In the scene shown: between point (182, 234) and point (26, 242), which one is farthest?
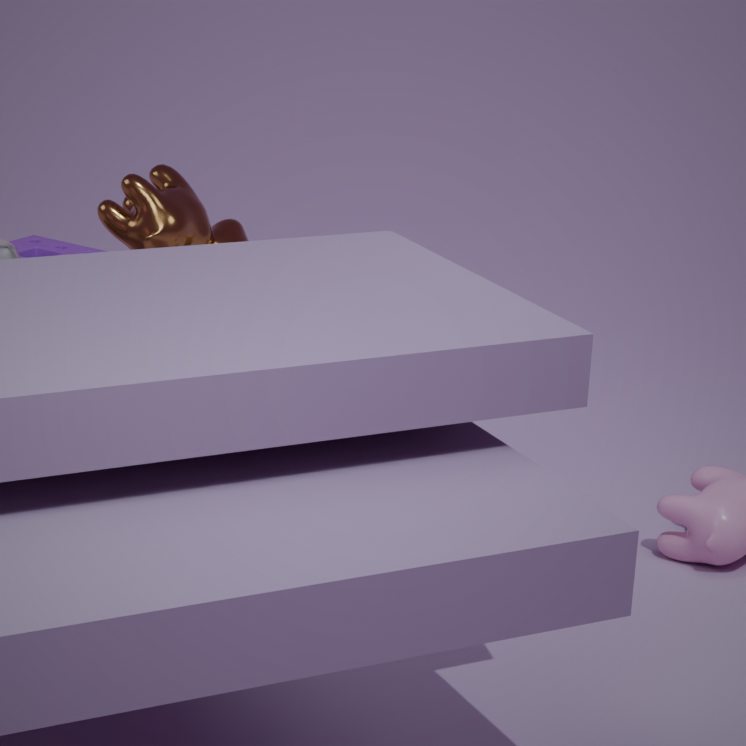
point (26, 242)
